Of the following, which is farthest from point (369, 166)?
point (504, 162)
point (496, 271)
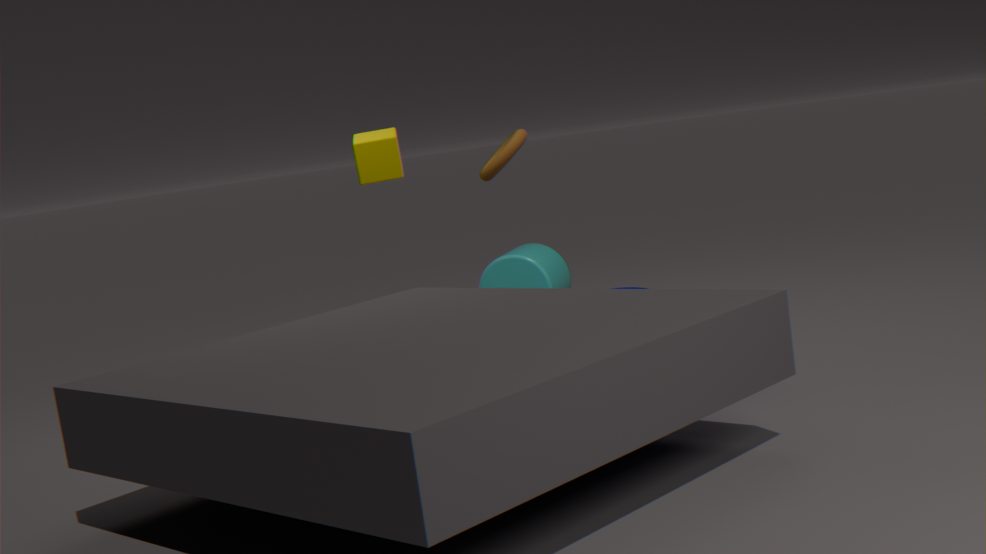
point (496, 271)
